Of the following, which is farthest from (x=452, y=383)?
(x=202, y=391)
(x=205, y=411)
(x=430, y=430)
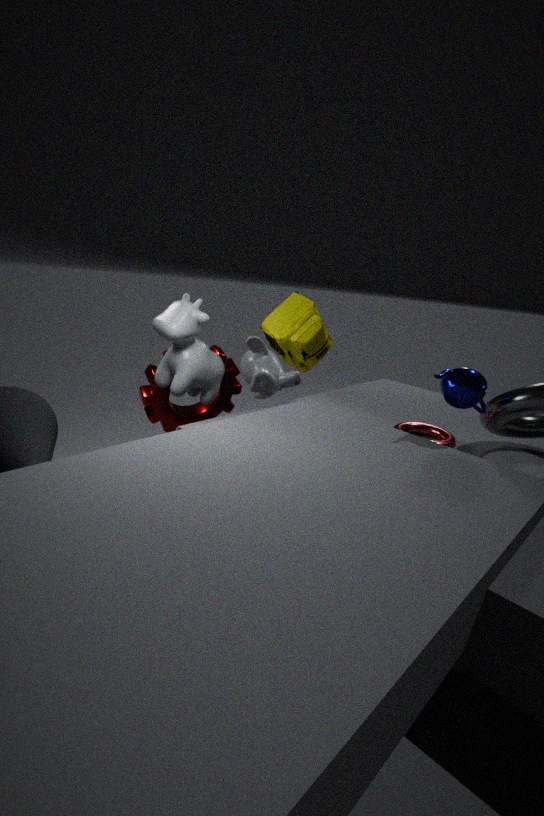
(x=205, y=411)
